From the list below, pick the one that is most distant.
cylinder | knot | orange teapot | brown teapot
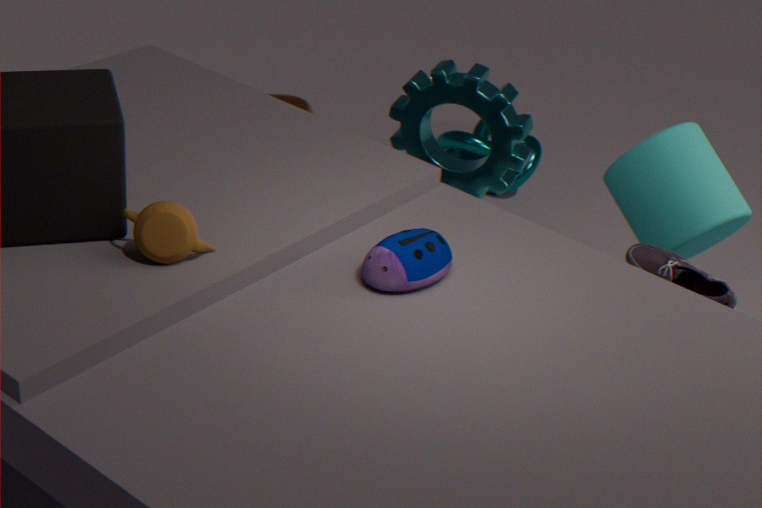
knot
